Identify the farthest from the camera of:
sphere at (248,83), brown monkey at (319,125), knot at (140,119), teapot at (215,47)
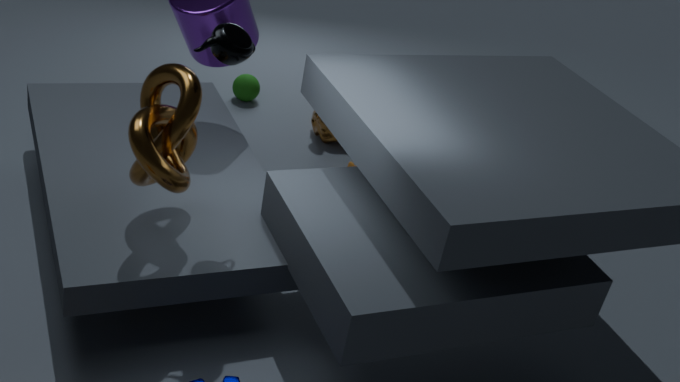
sphere at (248,83)
